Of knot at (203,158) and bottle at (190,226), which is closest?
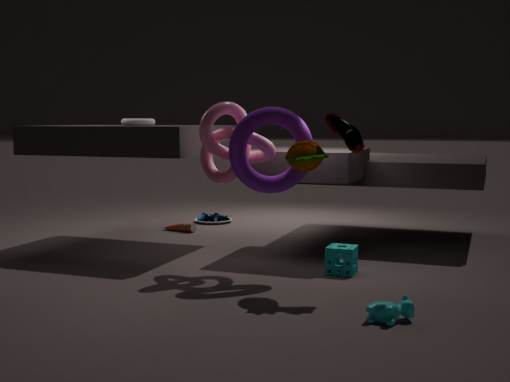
knot at (203,158)
